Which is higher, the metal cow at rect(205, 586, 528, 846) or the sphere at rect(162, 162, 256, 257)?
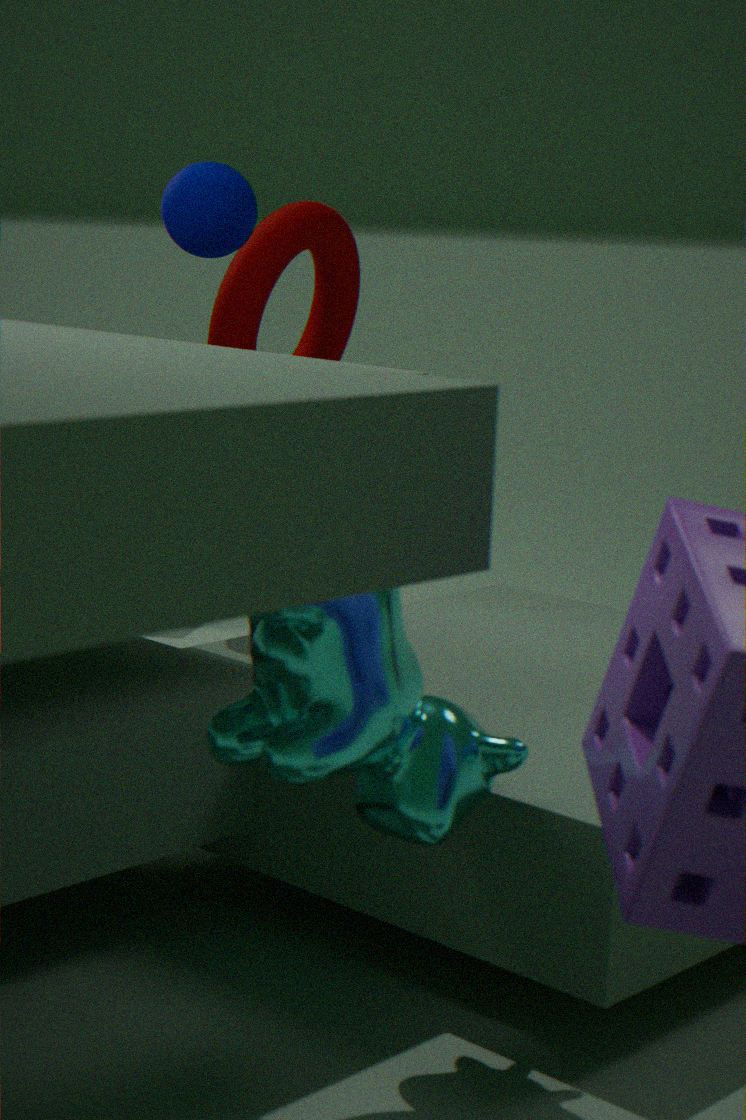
the sphere at rect(162, 162, 256, 257)
